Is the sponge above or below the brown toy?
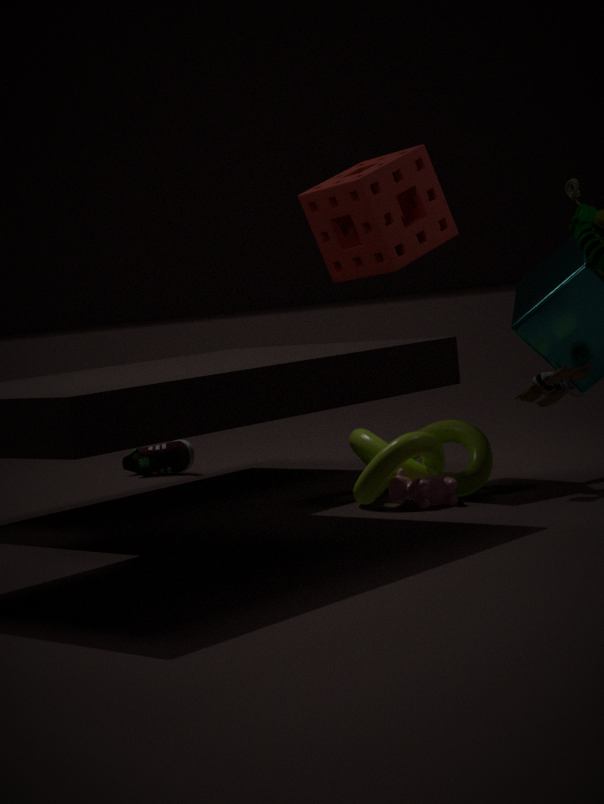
above
